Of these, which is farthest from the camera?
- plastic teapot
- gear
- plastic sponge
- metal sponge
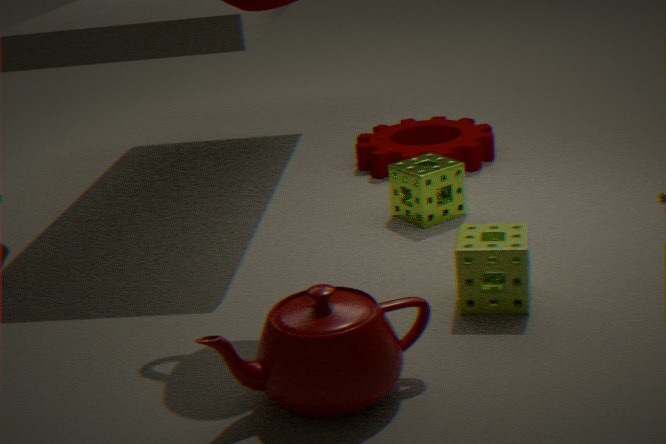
gear
